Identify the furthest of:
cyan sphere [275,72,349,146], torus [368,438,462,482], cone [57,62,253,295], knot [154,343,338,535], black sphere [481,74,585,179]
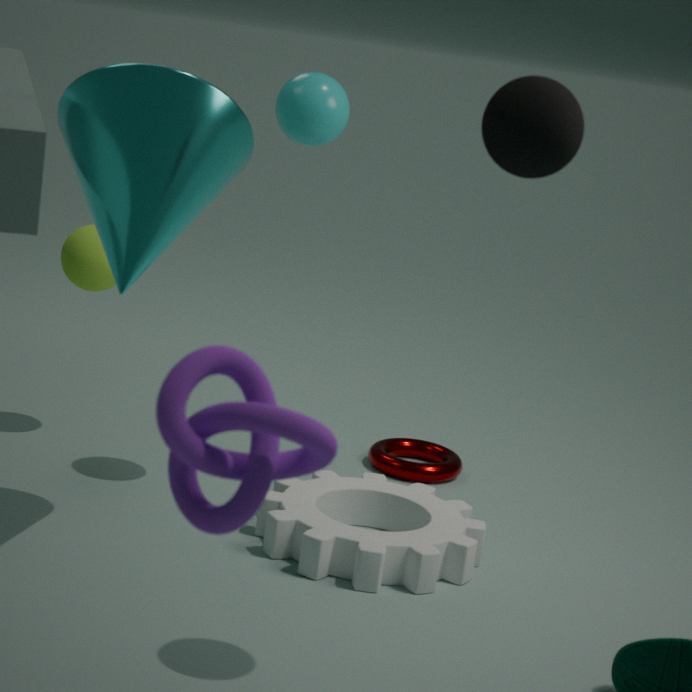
torus [368,438,462,482]
